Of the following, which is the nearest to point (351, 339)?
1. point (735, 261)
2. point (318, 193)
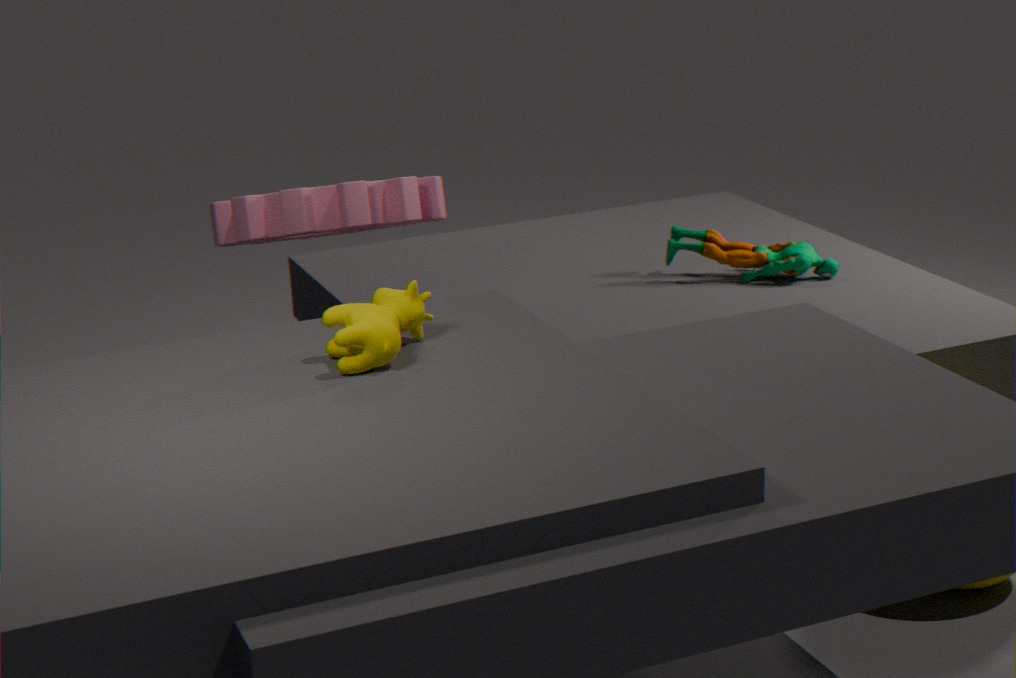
point (318, 193)
